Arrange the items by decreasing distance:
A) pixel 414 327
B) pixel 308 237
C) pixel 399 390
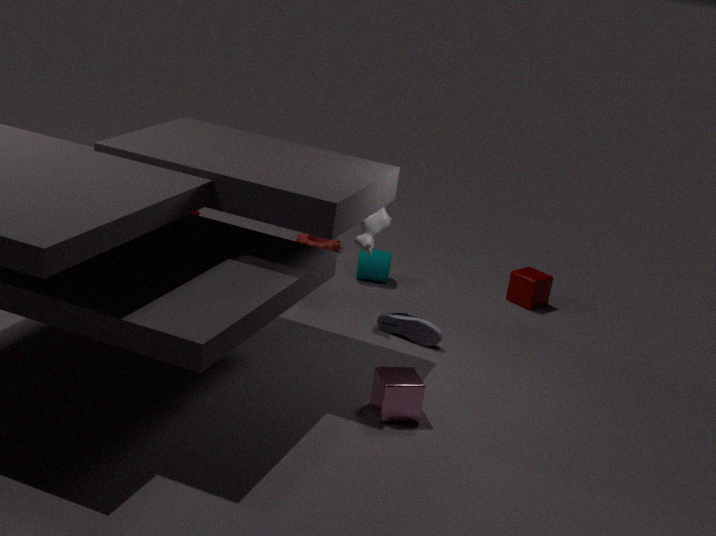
pixel 308 237 → pixel 414 327 → pixel 399 390
